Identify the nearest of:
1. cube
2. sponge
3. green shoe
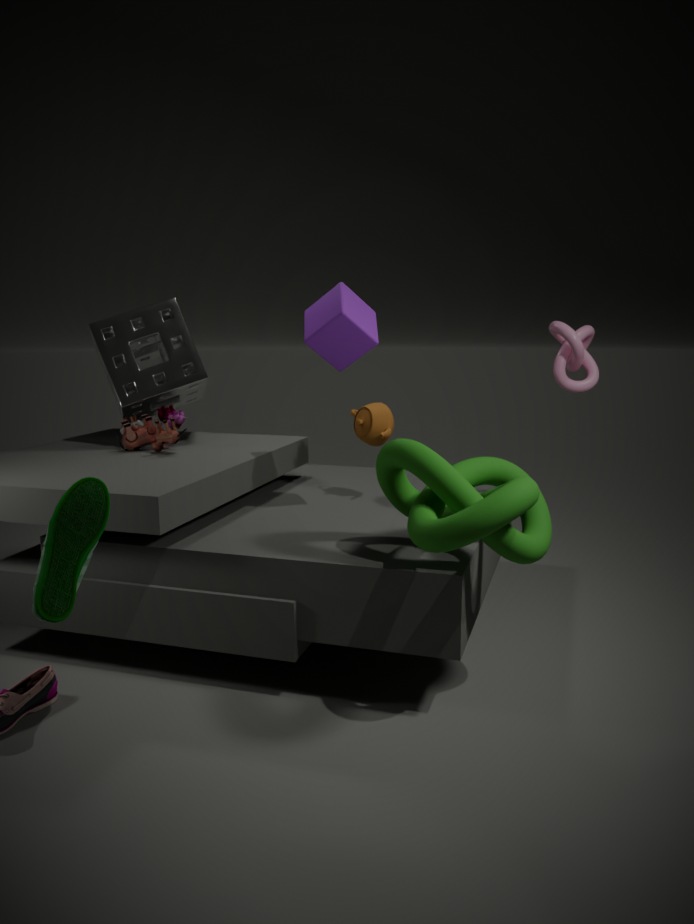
green shoe
